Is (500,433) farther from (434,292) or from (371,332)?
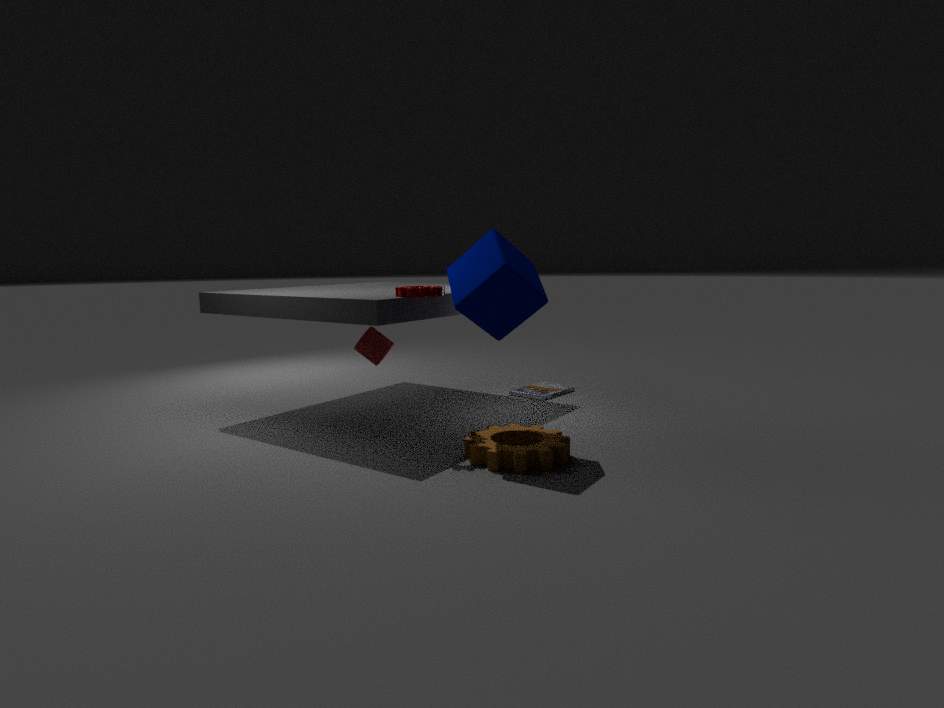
(371,332)
